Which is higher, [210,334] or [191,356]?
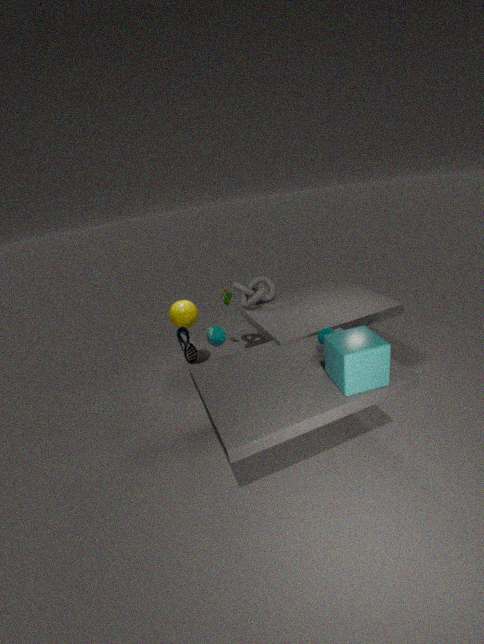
[210,334]
